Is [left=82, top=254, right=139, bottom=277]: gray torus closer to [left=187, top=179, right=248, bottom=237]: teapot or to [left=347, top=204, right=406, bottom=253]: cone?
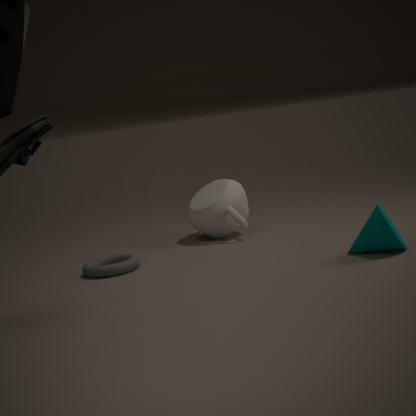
[left=187, top=179, right=248, bottom=237]: teapot
